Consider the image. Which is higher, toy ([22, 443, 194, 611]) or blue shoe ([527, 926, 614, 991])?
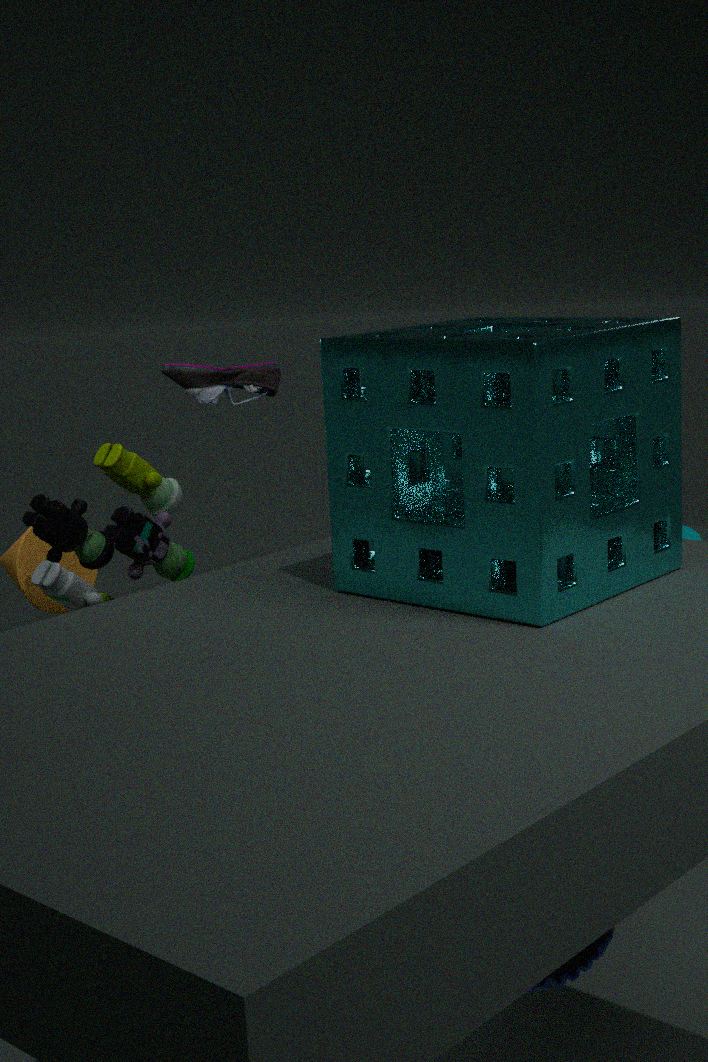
toy ([22, 443, 194, 611])
